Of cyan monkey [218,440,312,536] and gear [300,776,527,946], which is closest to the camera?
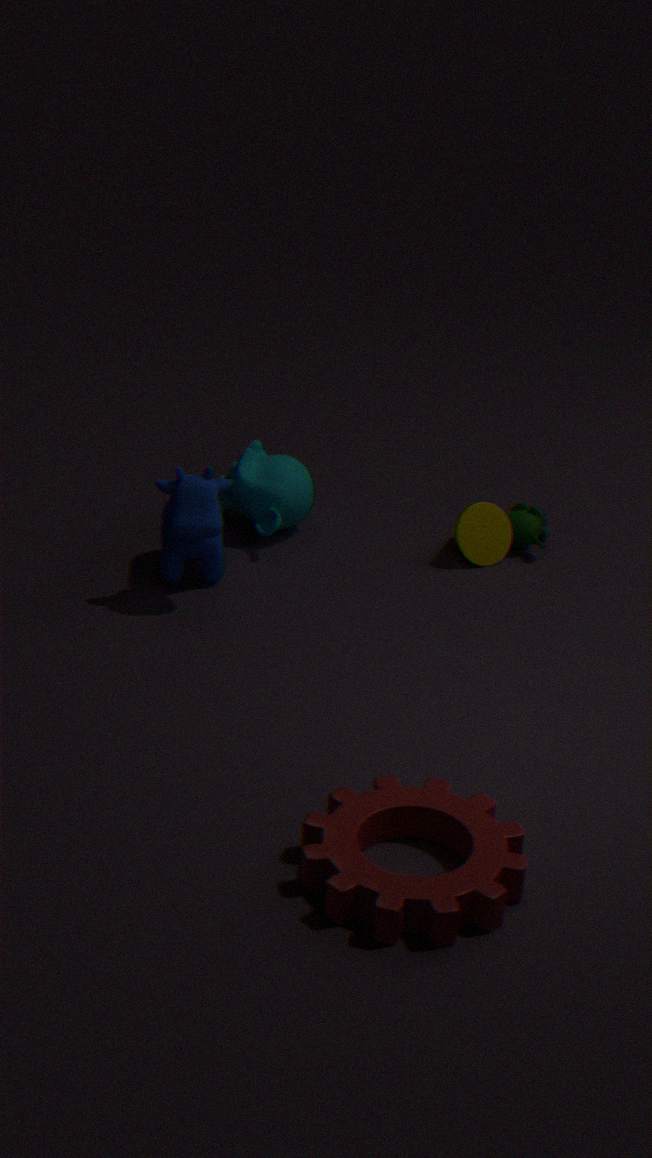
gear [300,776,527,946]
